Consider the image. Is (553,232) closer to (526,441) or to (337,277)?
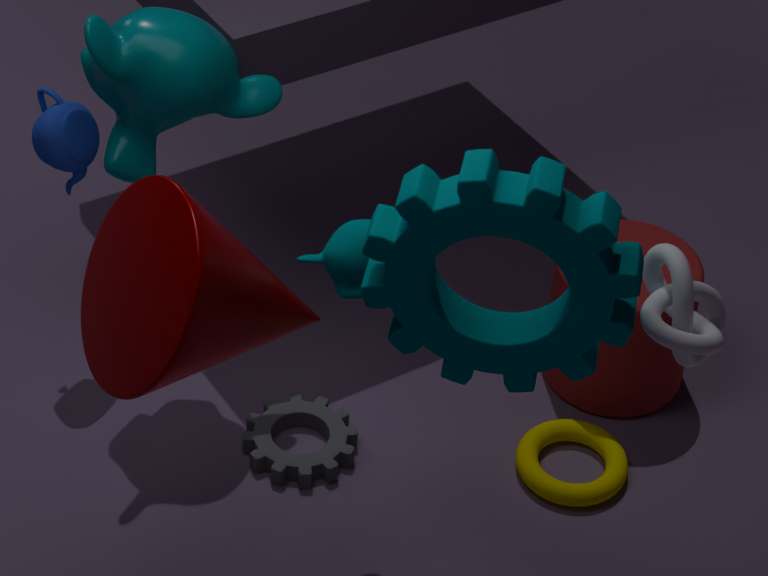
(337,277)
